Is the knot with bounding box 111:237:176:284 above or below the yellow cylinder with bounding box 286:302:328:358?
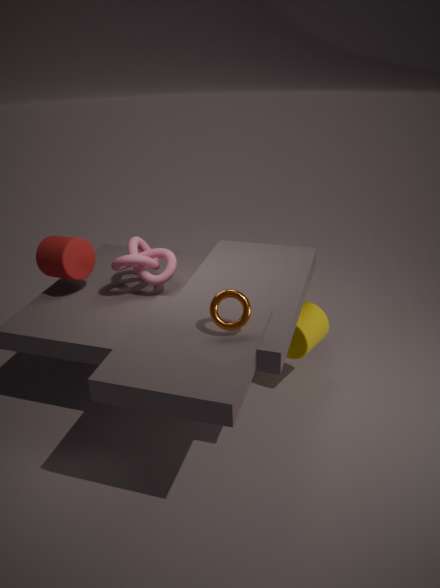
above
